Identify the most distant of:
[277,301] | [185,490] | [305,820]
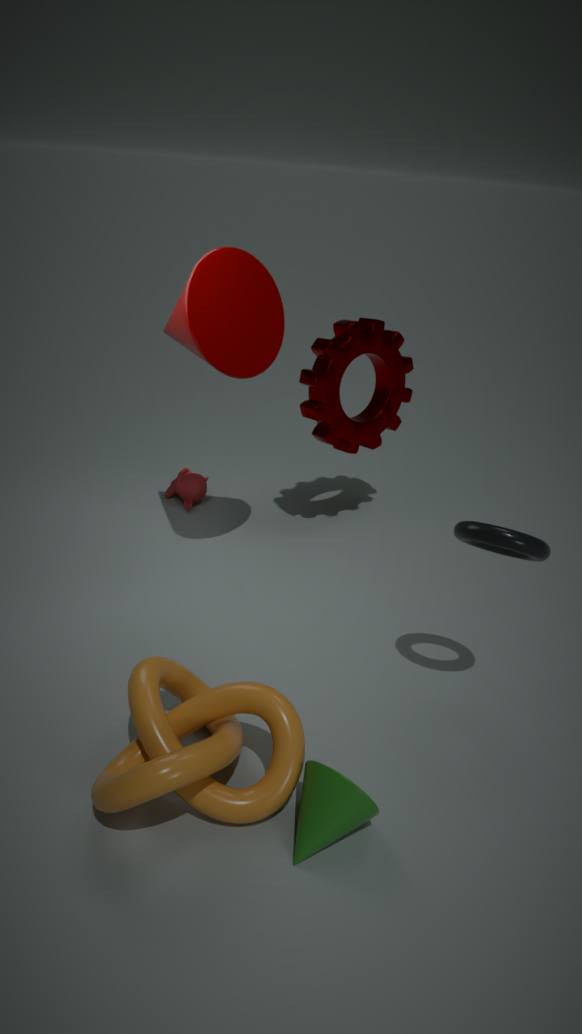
[185,490]
